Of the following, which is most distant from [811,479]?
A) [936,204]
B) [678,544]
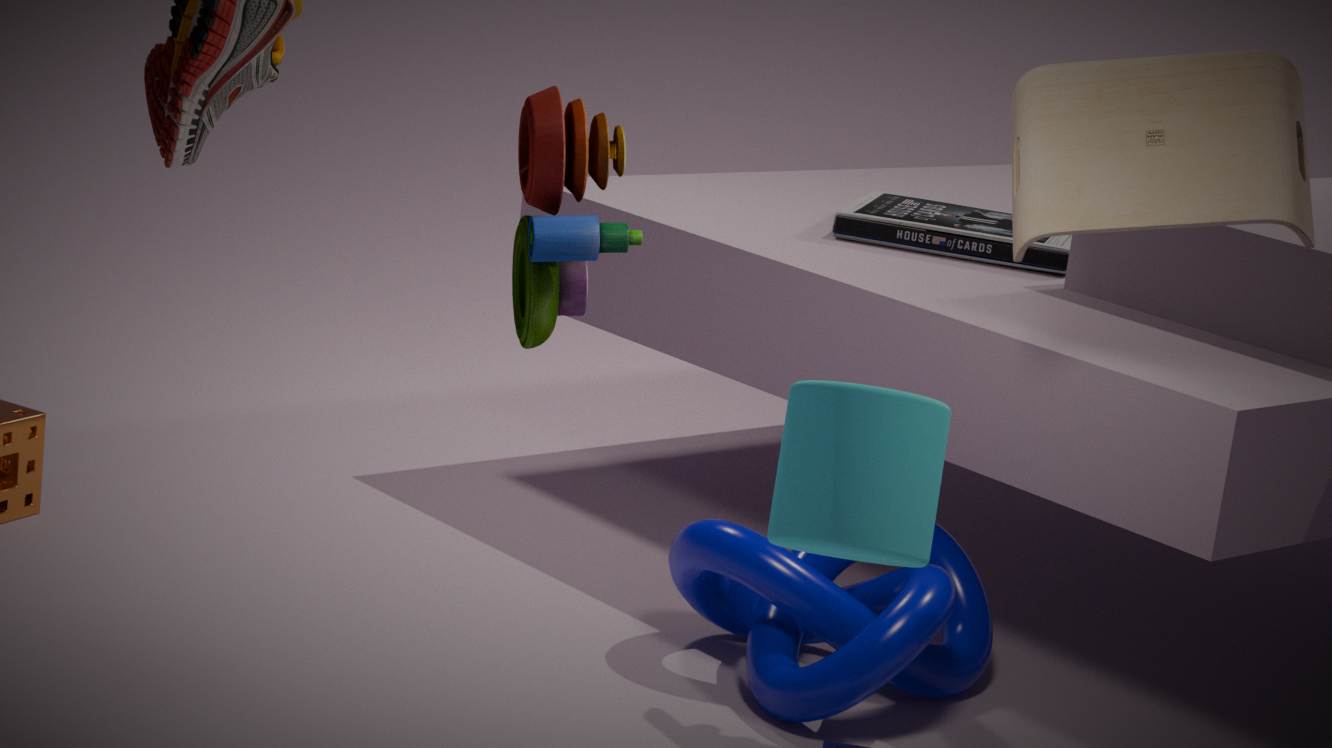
[936,204]
